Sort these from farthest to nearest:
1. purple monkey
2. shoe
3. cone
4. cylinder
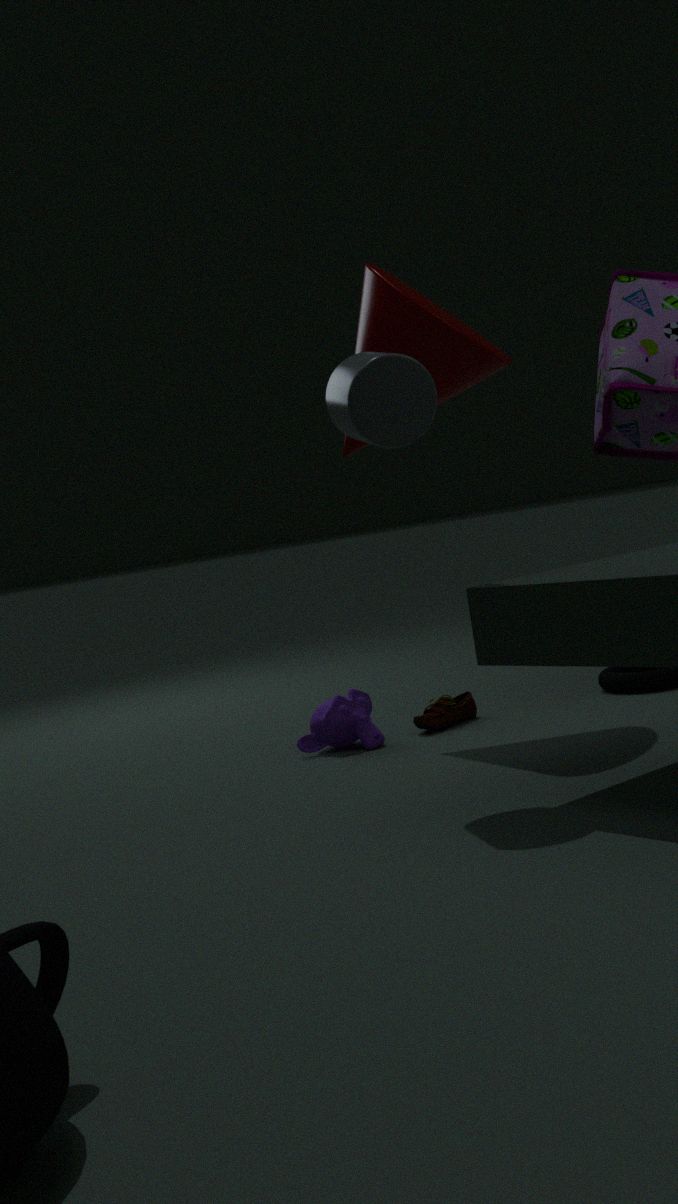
shoe, purple monkey, cone, cylinder
